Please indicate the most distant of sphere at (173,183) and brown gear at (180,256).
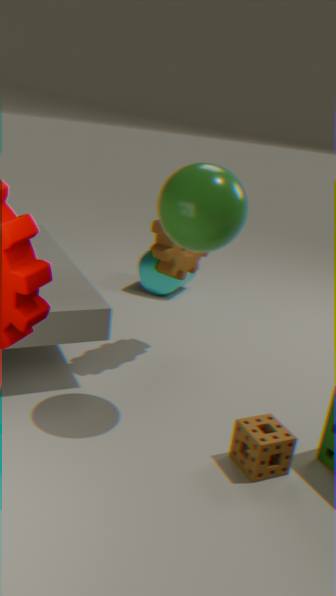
brown gear at (180,256)
